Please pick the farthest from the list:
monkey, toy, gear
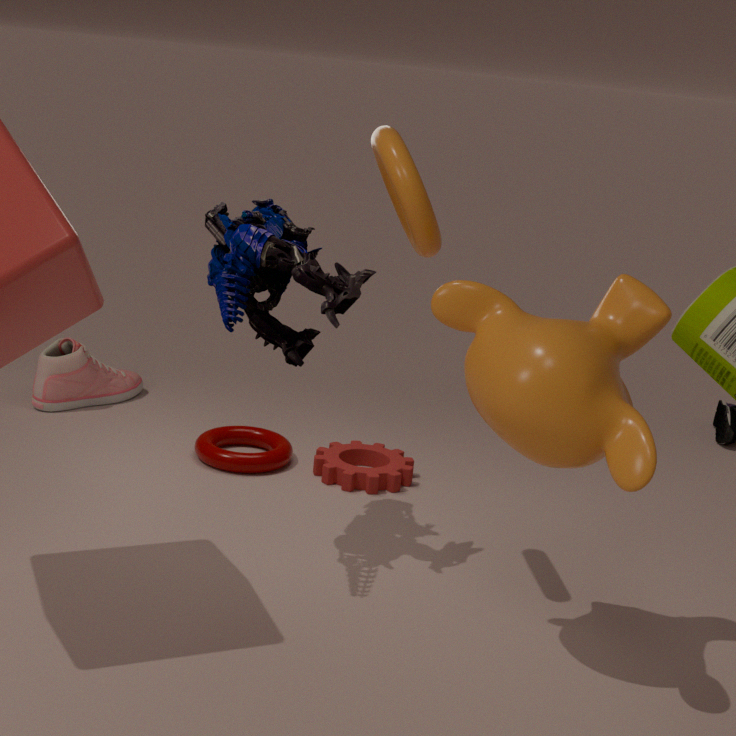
gear
